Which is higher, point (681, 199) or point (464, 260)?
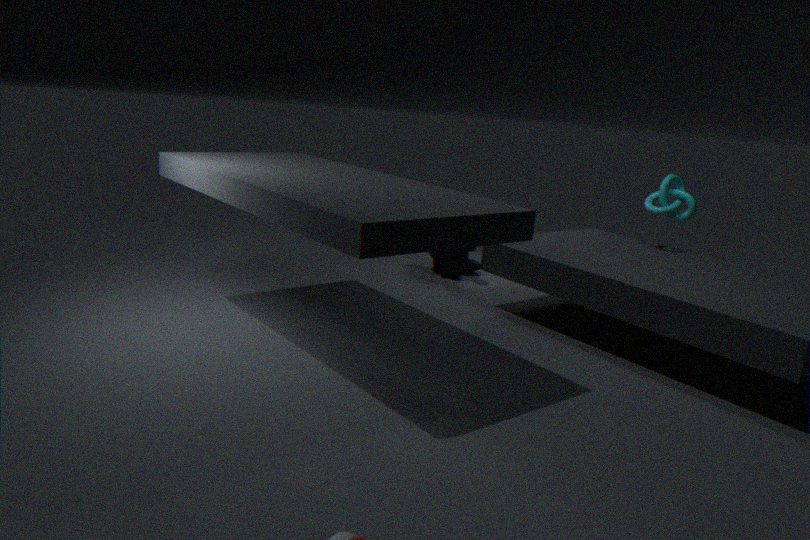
point (681, 199)
